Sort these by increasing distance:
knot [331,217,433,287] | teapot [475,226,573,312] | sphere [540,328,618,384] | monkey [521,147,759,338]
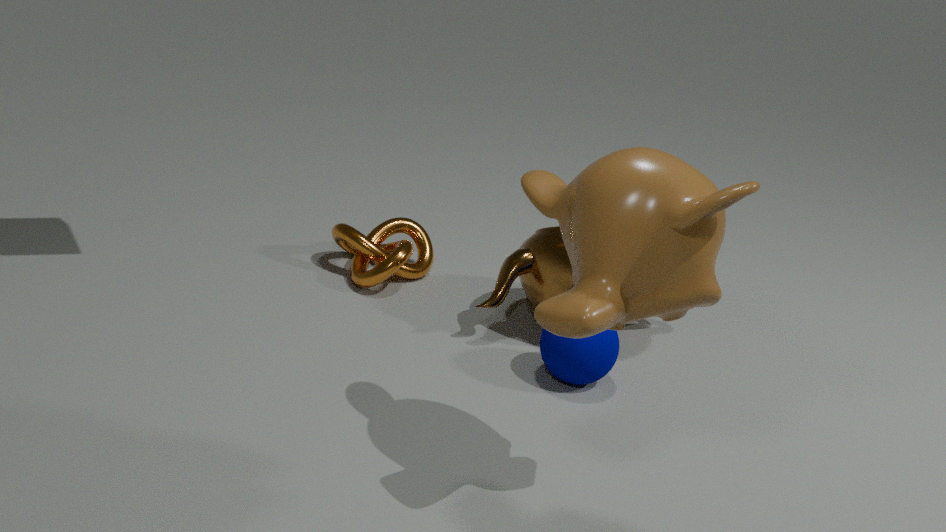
monkey [521,147,759,338] → sphere [540,328,618,384] → teapot [475,226,573,312] → knot [331,217,433,287]
